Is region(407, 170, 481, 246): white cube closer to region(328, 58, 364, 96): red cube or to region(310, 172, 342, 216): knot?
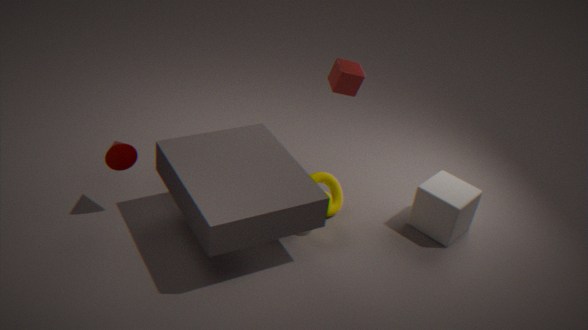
region(310, 172, 342, 216): knot
